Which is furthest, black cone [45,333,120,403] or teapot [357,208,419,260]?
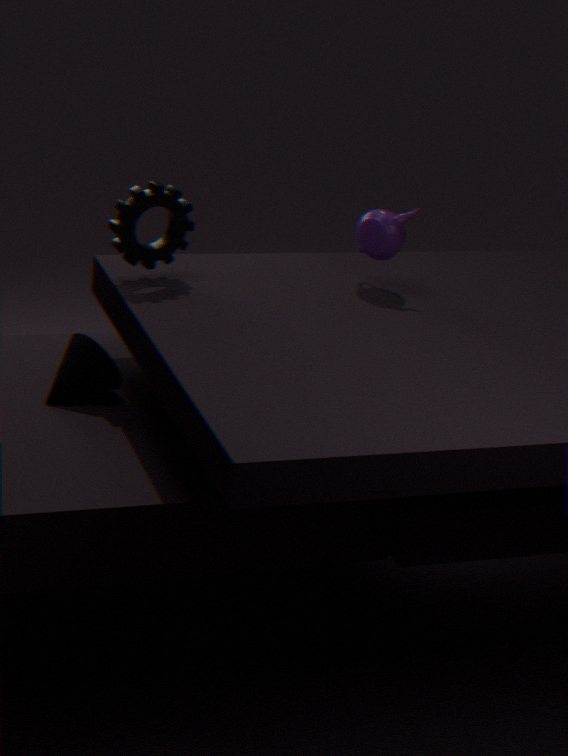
teapot [357,208,419,260]
